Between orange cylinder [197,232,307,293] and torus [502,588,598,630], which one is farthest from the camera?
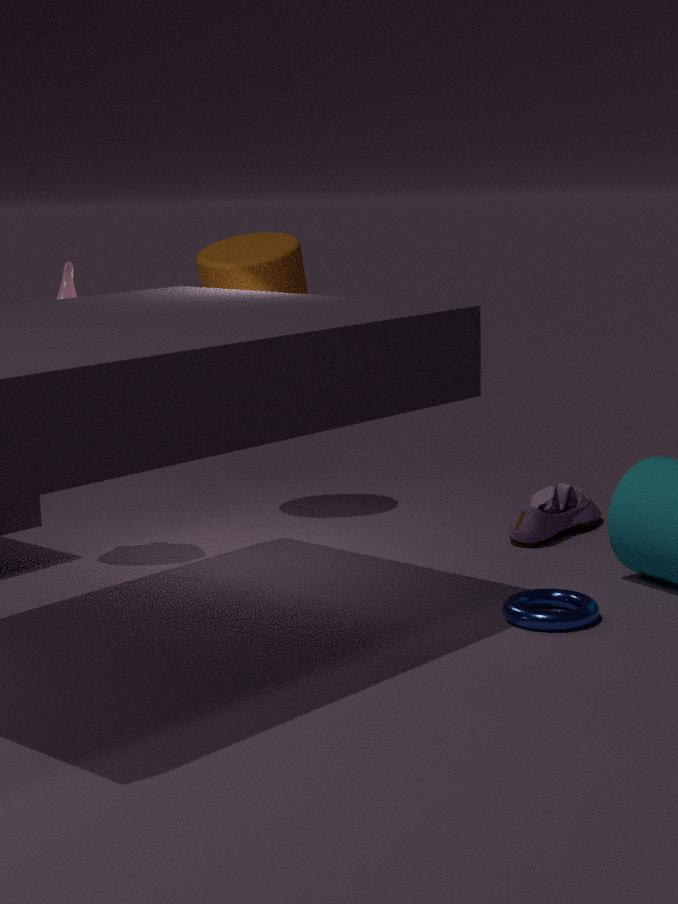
orange cylinder [197,232,307,293]
